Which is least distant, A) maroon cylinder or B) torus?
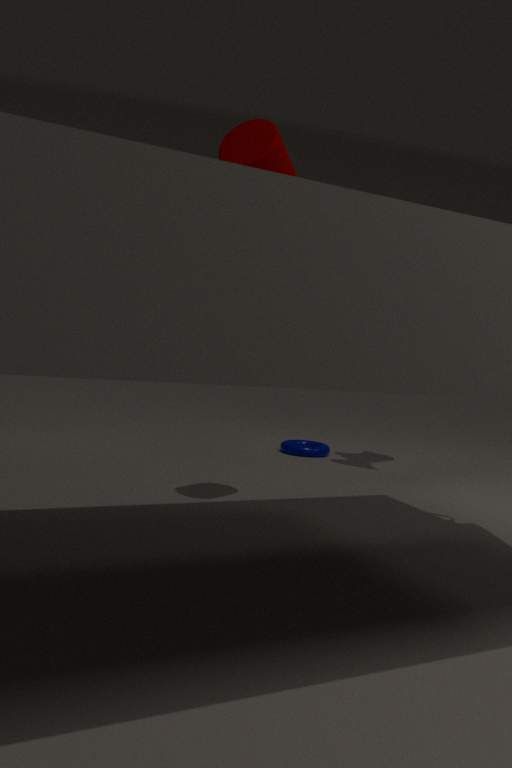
A. maroon cylinder
